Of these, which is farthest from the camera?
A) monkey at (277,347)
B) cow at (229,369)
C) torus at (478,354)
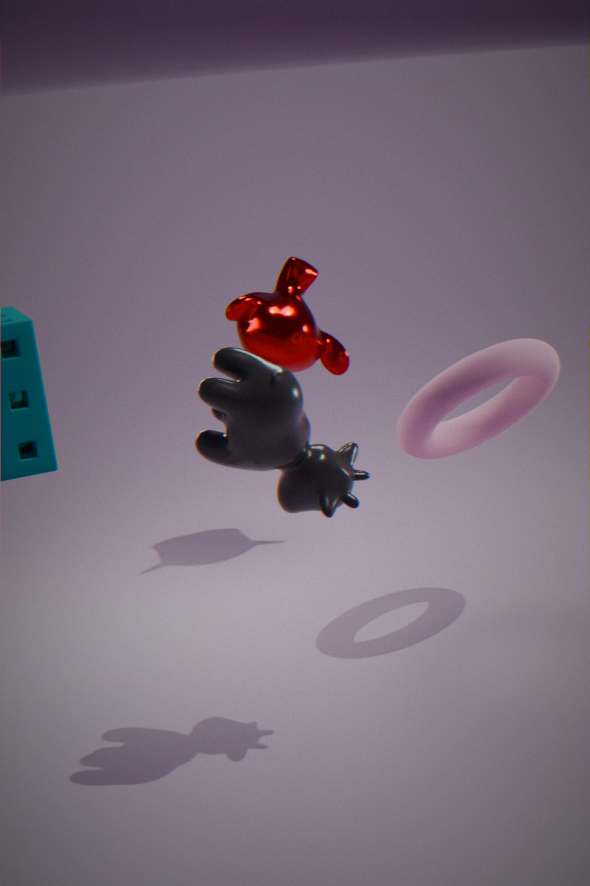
monkey at (277,347)
